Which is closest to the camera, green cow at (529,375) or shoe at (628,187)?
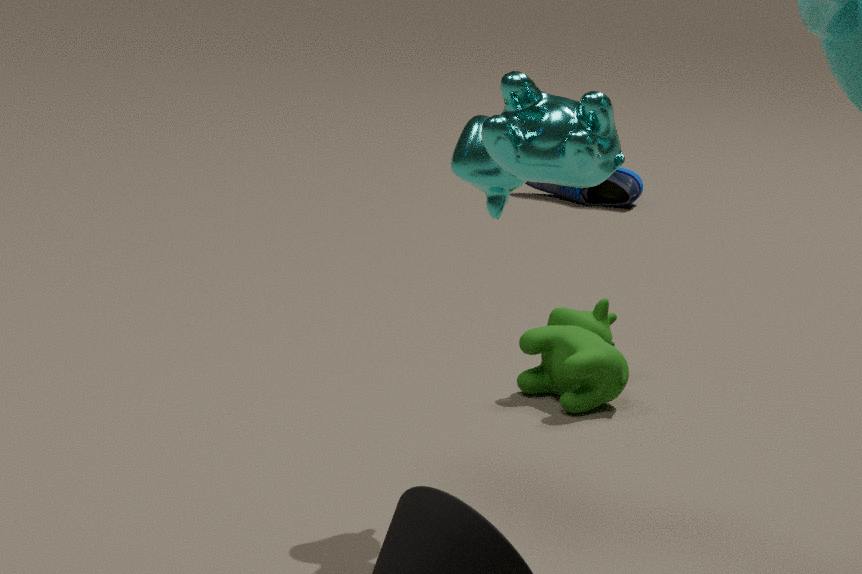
green cow at (529,375)
